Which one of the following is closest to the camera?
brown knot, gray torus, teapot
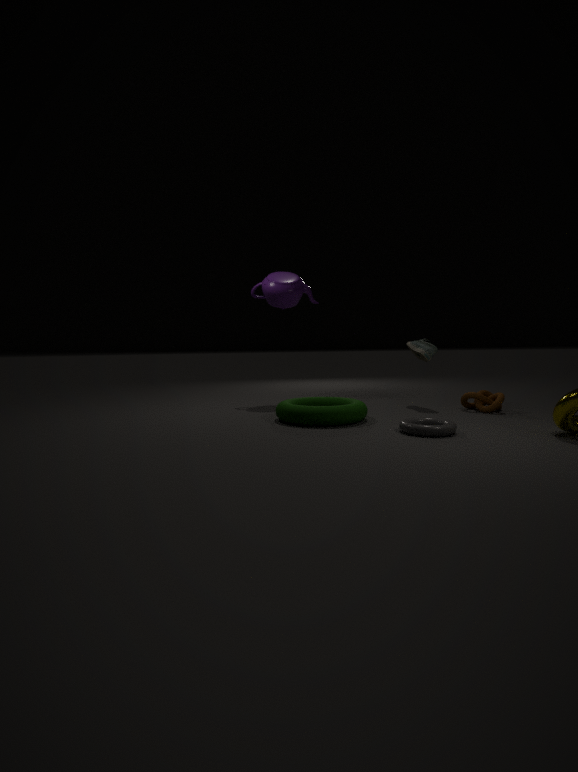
gray torus
